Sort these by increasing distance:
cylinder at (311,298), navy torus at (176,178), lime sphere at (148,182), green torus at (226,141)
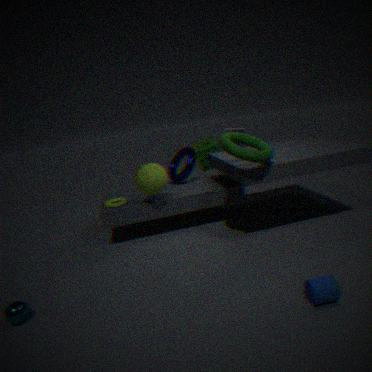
1. cylinder at (311,298)
2. green torus at (226,141)
3. lime sphere at (148,182)
4. navy torus at (176,178)
